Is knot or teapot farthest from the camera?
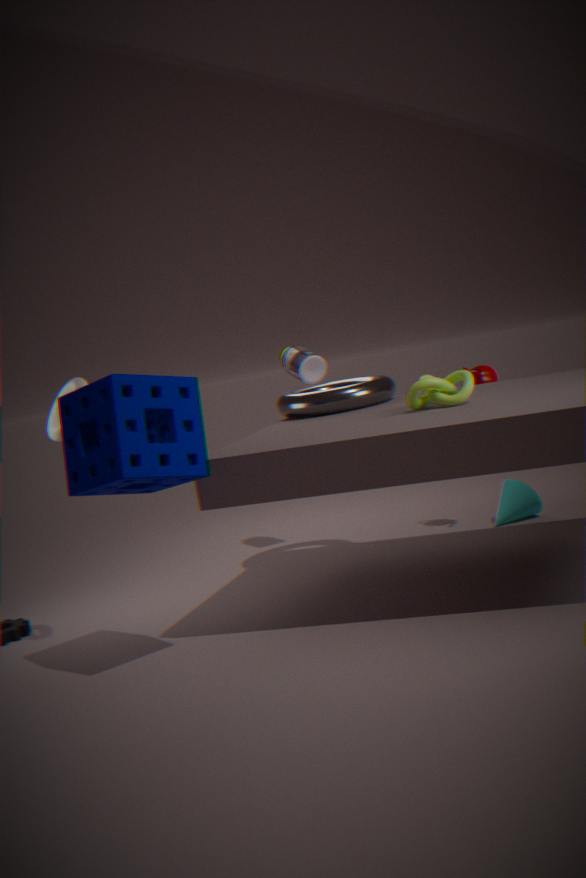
teapot
